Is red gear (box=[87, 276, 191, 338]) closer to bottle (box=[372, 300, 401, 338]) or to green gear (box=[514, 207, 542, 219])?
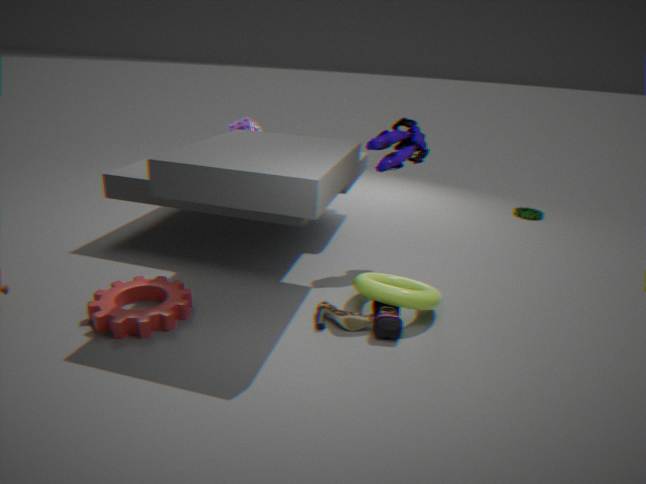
bottle (box=[372, 300, 401, 338])
